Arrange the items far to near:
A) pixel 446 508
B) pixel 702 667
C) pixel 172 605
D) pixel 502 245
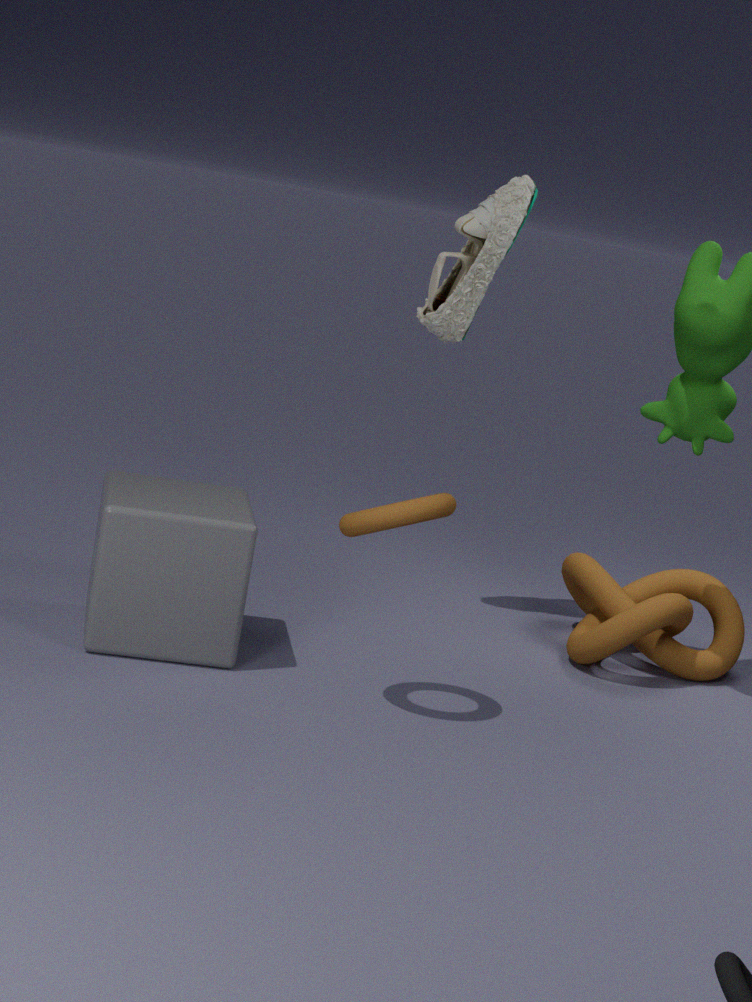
pixel 702 667 → pixel 502 245 → pixel 172 605 → pixel 446 508
